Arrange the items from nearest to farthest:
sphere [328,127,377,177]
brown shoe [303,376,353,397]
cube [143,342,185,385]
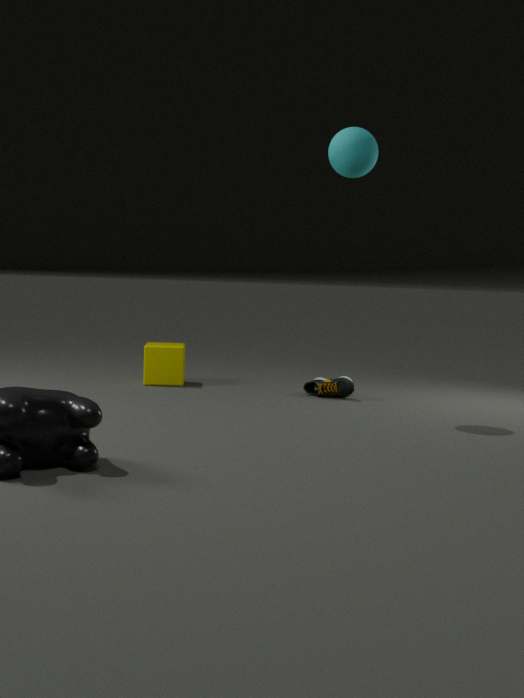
sphere [328,127,377,177] < brown shoe [303,376,353,397] < cube [143,342,185,385]
